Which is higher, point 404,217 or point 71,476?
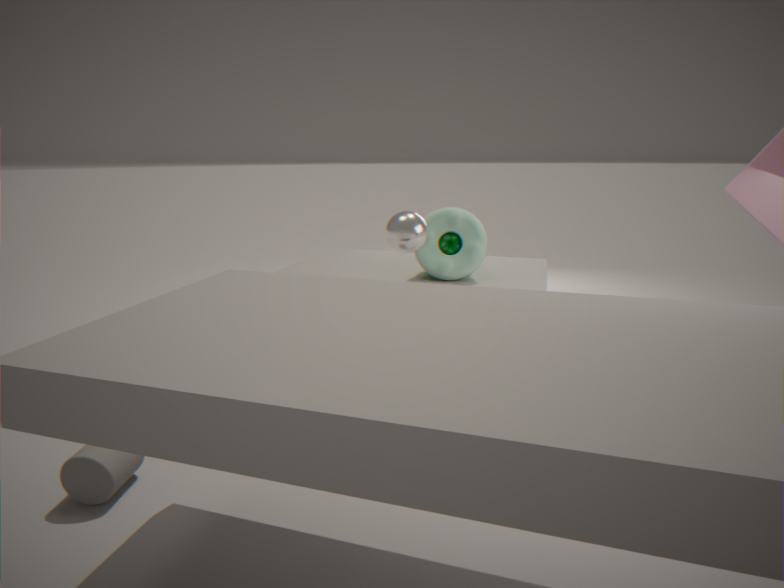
point 404,217
